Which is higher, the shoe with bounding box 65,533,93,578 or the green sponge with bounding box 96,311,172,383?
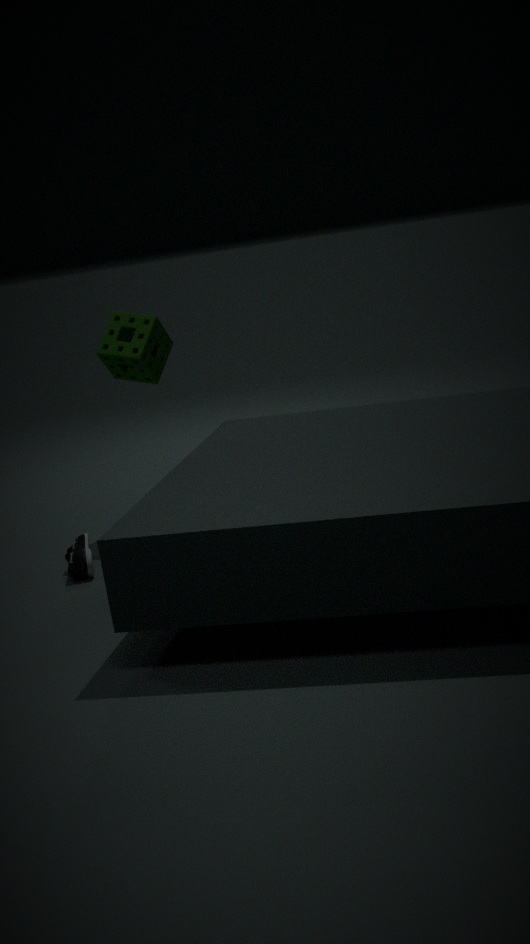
the green sponge with bounding box 96,311,172,383
